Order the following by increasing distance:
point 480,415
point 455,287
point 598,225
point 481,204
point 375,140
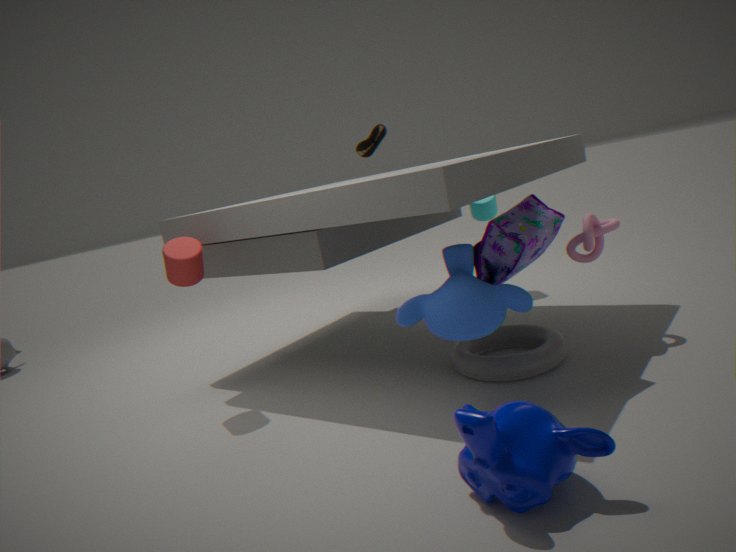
point 480,415 < point 455,287 < point 598,225 < point 375,140 < point 481,204
